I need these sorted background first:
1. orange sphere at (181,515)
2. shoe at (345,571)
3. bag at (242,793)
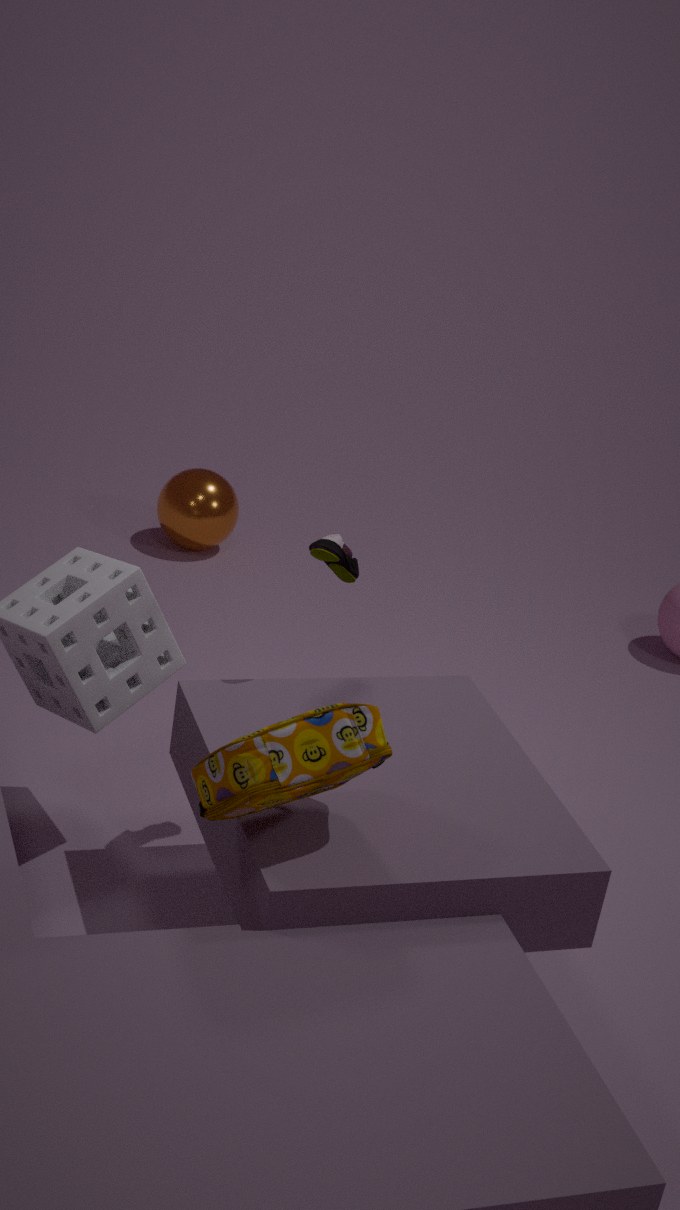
orange sphere at (181,515) < shoe at (345,571) < bag at (242,793)
